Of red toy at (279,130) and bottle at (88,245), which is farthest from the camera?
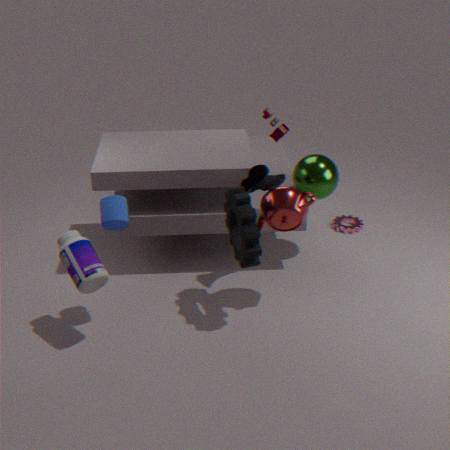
red toy at (279,130)
